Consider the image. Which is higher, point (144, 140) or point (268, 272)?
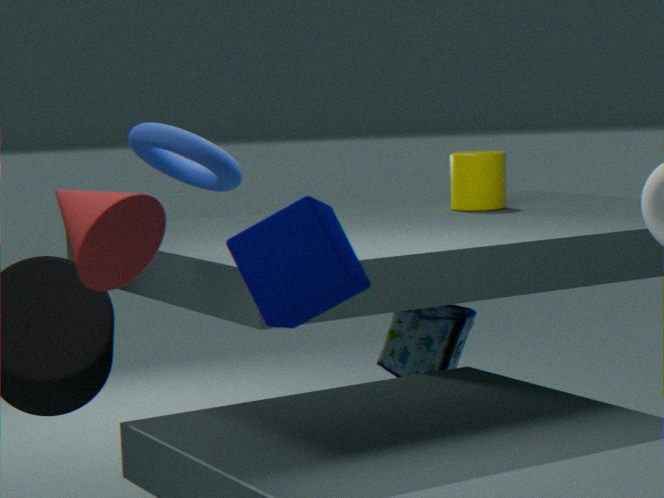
point (144, 140)
